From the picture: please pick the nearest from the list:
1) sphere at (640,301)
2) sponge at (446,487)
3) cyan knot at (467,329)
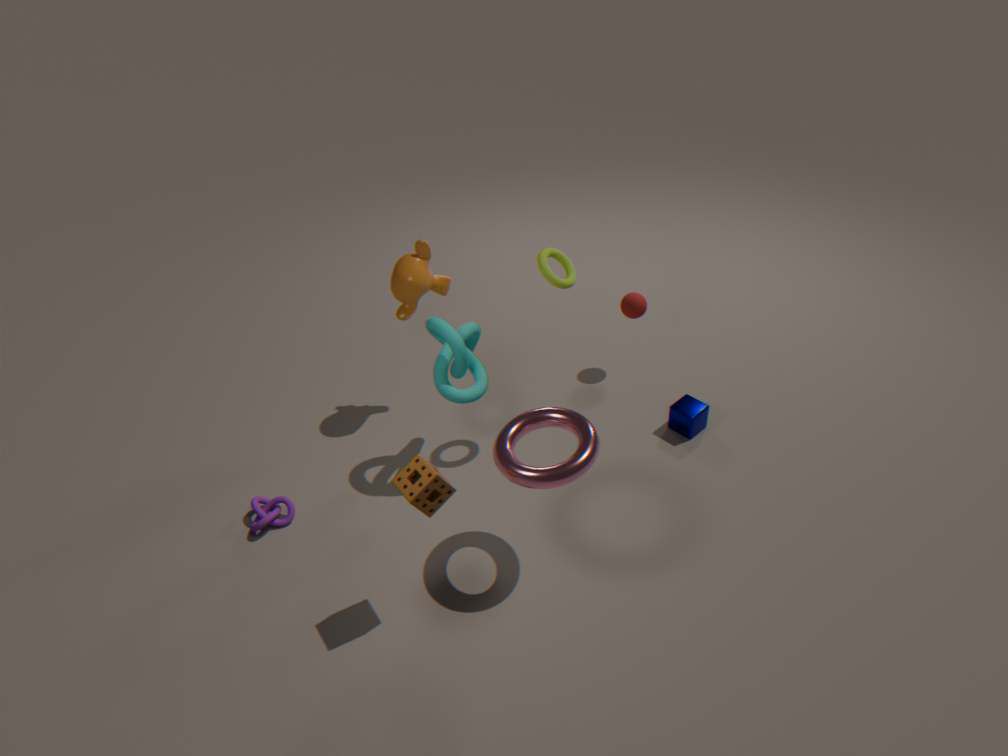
2. sponge at (446,487)
